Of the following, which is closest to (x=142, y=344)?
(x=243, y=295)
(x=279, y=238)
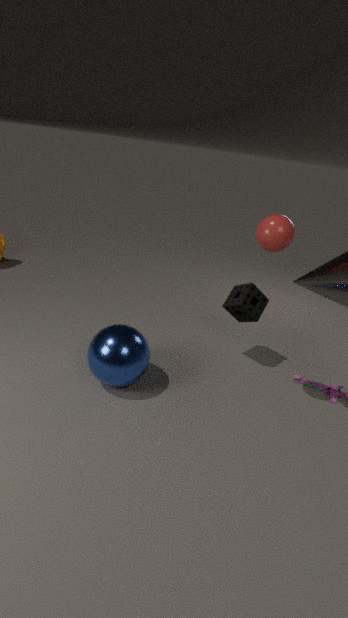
(x=243, y=295)
